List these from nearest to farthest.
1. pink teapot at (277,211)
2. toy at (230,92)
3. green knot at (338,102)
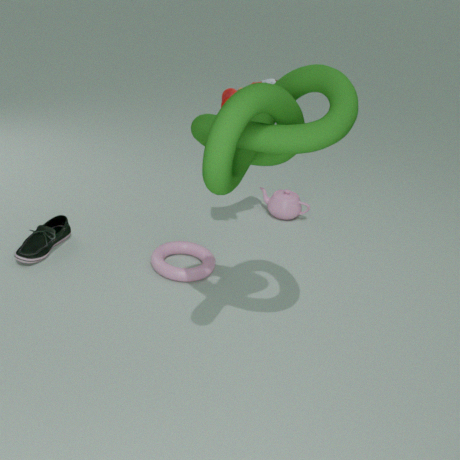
green knot at (338,102) → toy at (230,92) → pink teapot at (277,211)
